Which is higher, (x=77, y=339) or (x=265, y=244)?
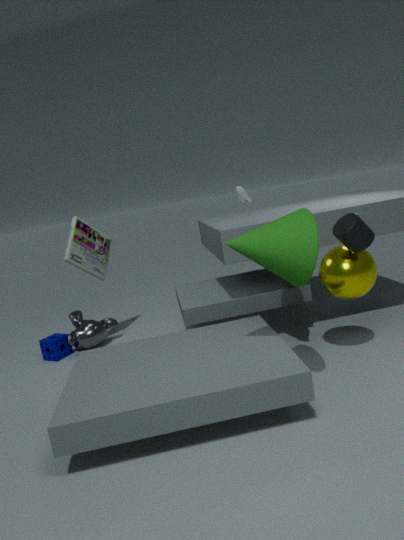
(x=265, y=244)
